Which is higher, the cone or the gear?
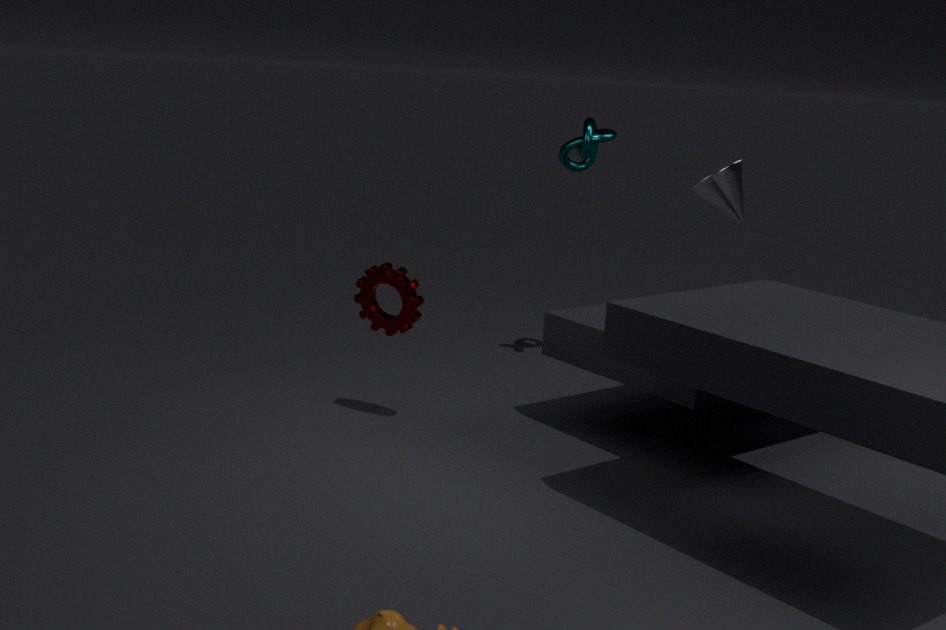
the cone
